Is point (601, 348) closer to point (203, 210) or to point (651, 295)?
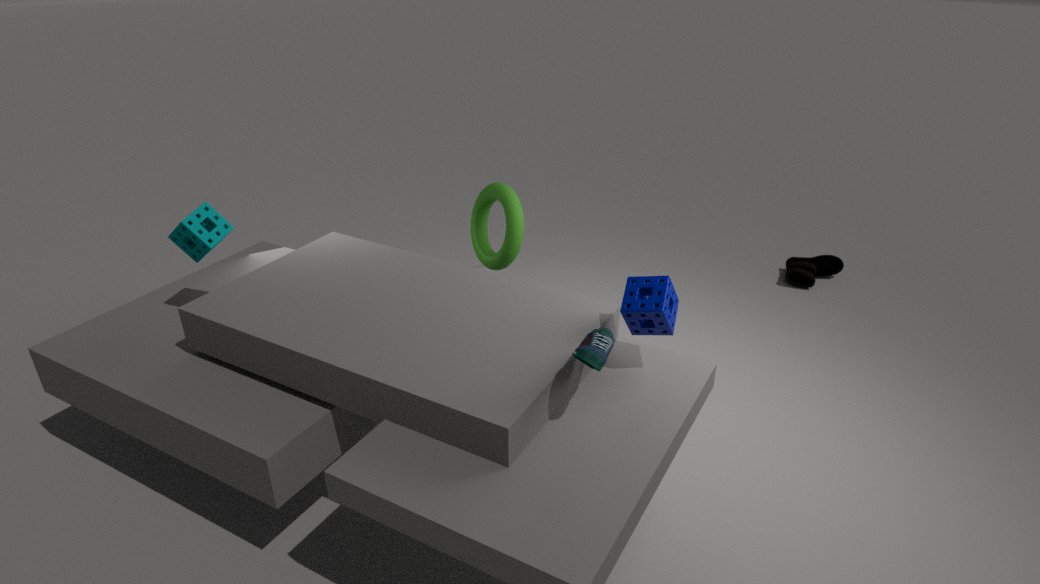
point (651, 295)
